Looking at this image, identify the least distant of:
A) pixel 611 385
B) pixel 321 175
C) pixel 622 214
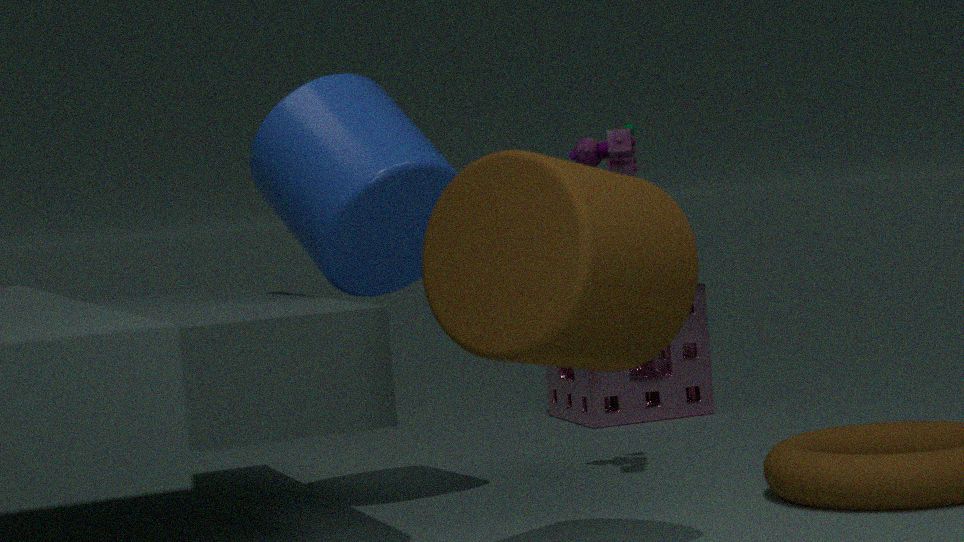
pixel 622 214
